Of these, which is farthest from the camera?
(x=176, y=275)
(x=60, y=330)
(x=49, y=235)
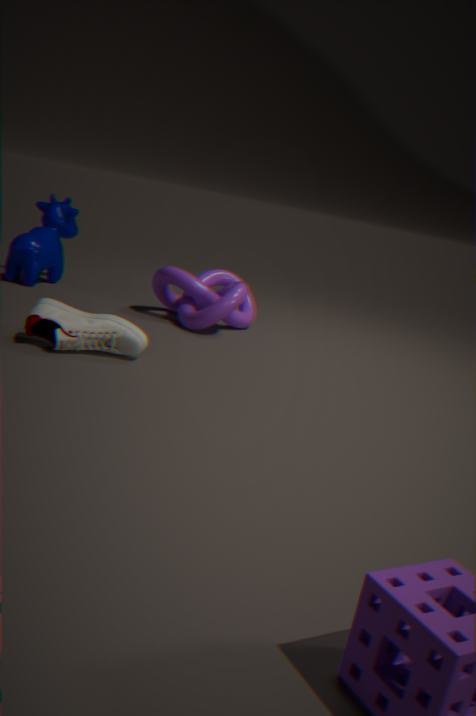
(x=49, y=235)
